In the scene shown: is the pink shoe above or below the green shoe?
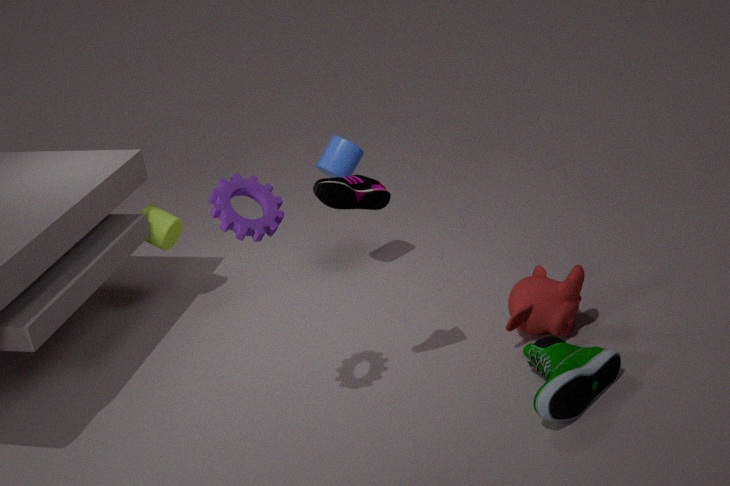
above
